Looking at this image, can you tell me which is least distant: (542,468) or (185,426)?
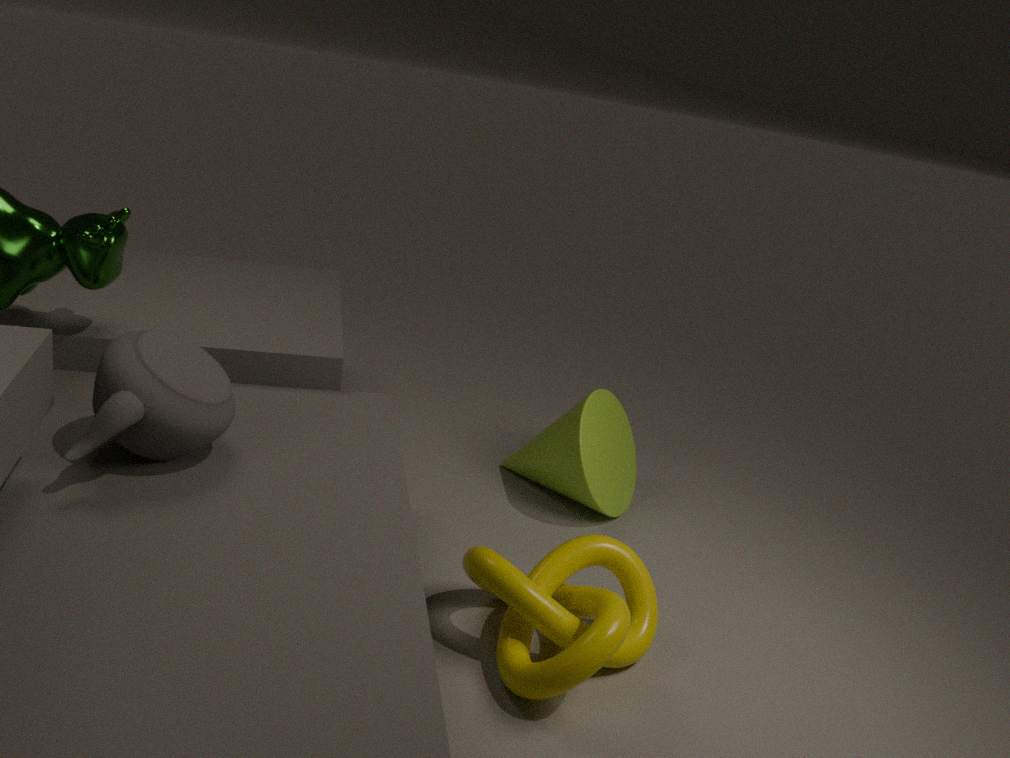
(185,426)
